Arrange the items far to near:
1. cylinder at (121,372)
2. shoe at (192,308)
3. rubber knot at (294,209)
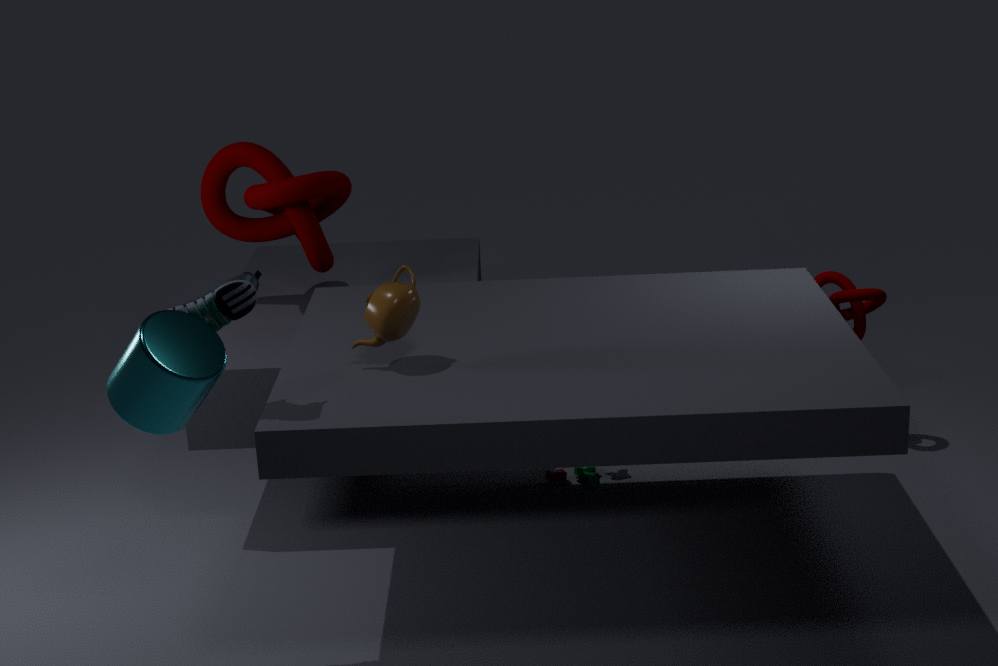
rubber knot at (294,209) → shoe at (192,308) → cylinder at (121,372)
